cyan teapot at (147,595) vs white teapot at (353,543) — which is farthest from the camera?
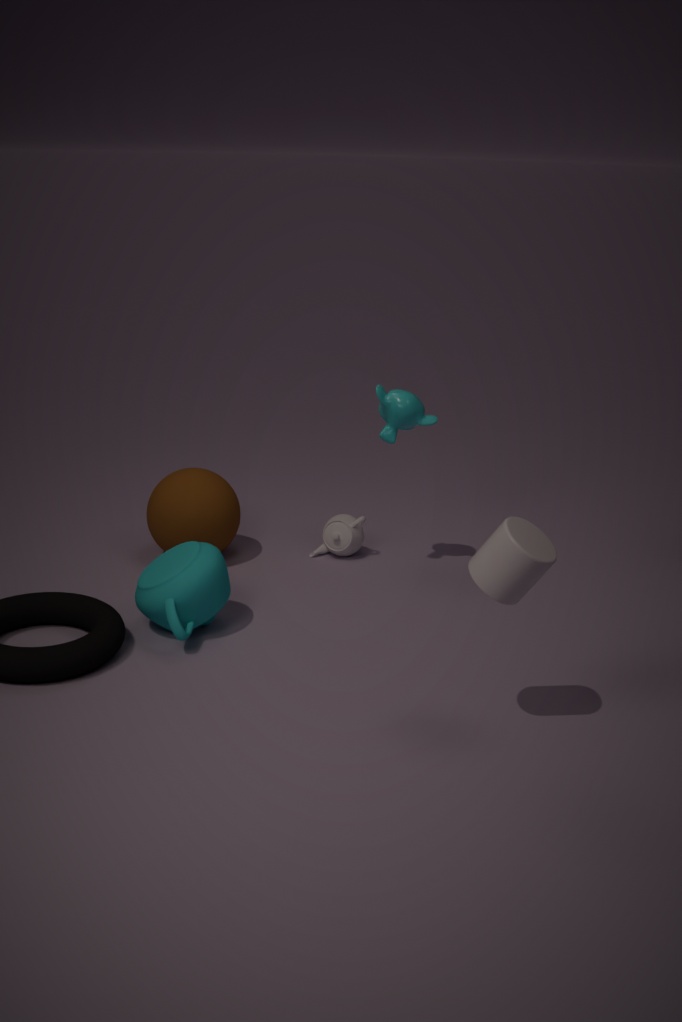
white teapot at (353,543)
